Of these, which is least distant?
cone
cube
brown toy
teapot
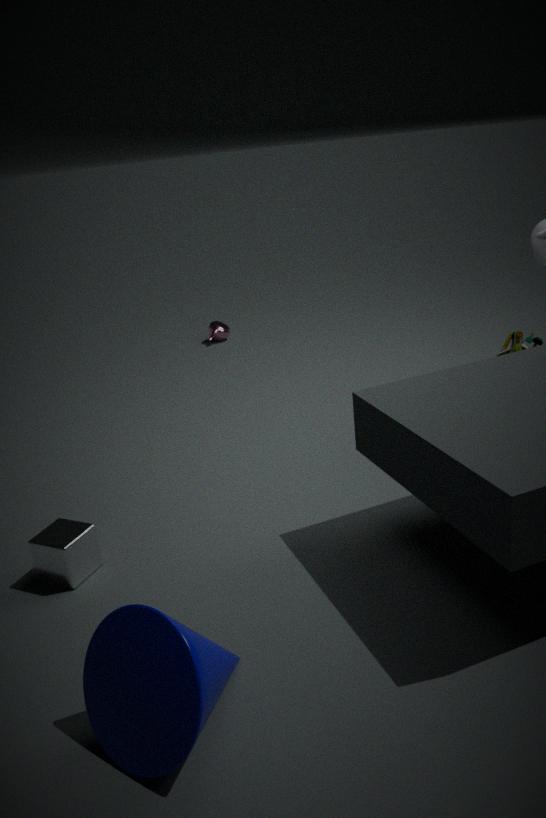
cone
